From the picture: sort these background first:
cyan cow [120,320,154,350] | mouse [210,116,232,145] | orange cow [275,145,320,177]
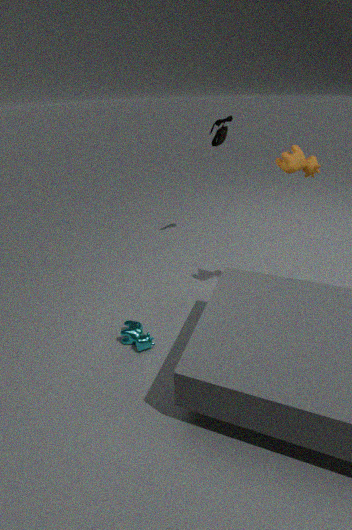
mouse [210,116,232,145]
cyan cow [120,320,154,350]
orange cow [275,145,320,177]
